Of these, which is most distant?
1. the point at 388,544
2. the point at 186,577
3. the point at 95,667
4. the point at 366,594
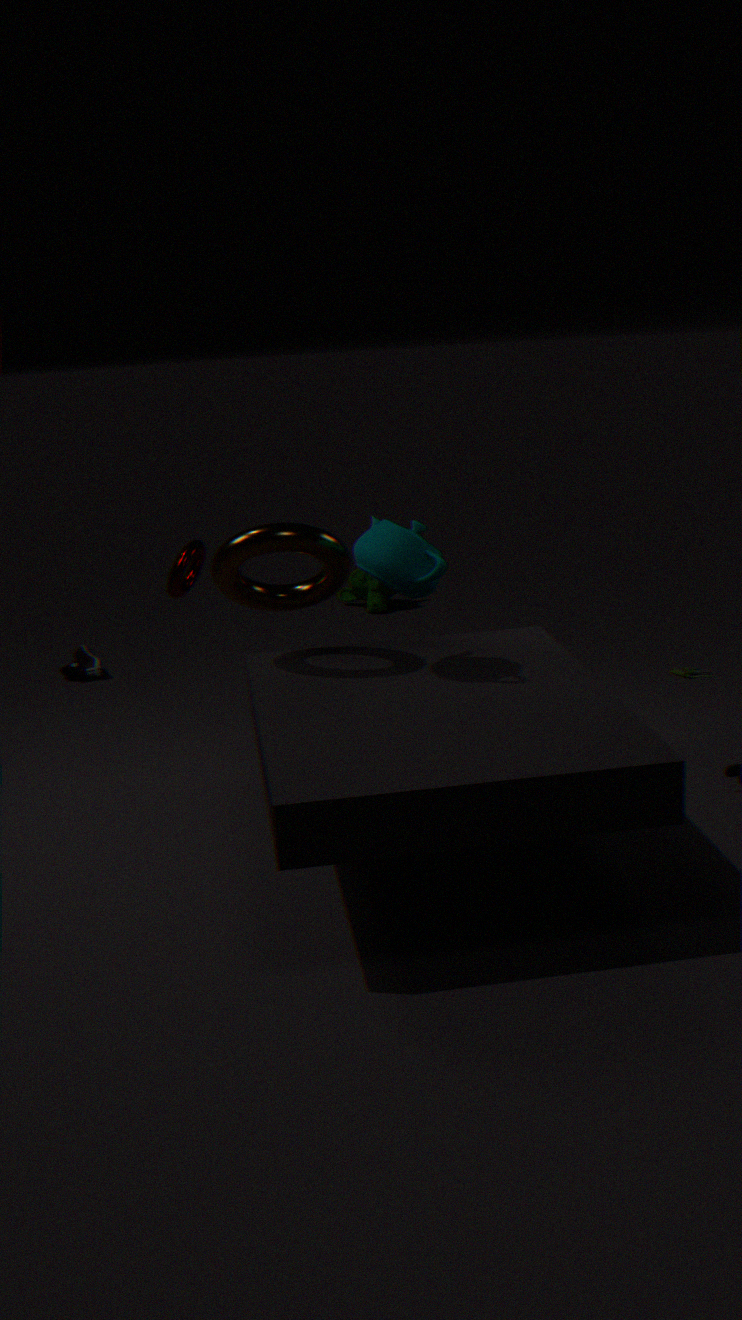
the point at 366,594
